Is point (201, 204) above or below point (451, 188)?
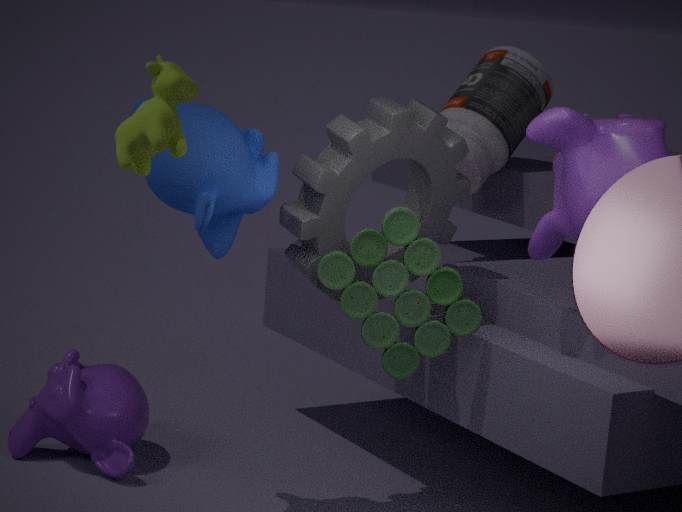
above
